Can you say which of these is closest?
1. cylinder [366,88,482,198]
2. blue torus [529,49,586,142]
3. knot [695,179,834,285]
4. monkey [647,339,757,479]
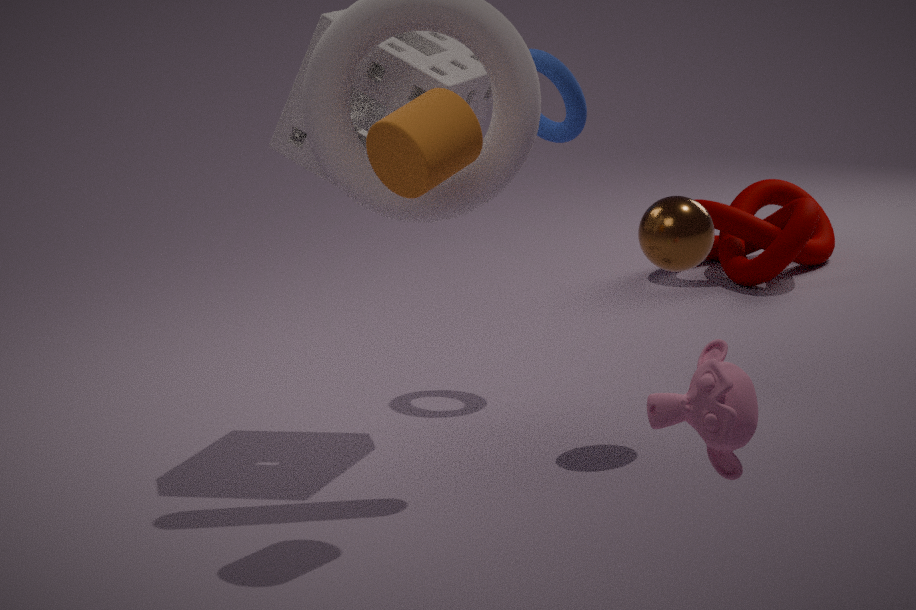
monkey [647,339,757,479]
